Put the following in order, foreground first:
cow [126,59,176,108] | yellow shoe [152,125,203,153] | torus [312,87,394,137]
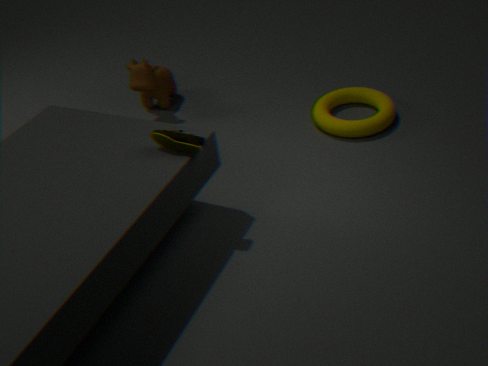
yellow shoe [152,125,203,153] → torus [312,87,394,137] → cow [126,59,176,108]
